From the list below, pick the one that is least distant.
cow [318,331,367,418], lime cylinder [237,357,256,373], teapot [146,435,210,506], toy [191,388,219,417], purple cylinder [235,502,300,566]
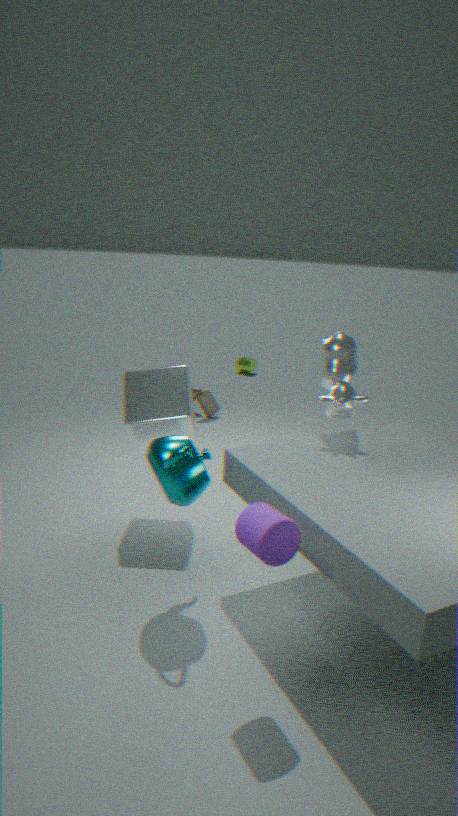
purple cylinder [235,502,300,566]
